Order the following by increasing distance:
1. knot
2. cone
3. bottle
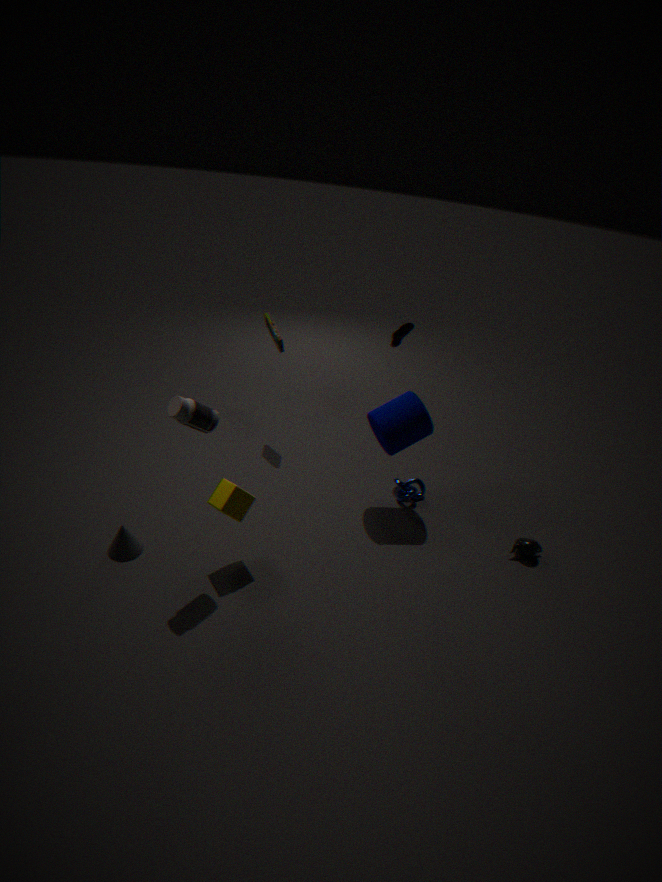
bottle → cone → knot
